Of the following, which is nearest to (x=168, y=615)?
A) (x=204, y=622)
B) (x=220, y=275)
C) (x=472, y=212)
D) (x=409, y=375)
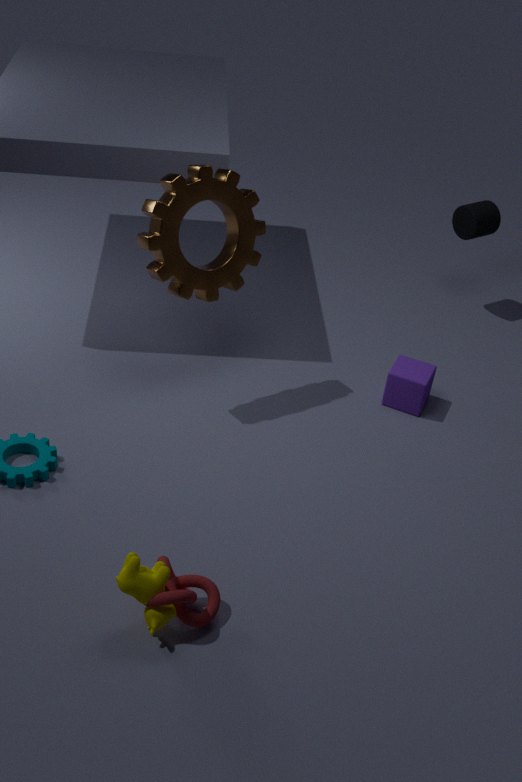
(x=204, y=622)
